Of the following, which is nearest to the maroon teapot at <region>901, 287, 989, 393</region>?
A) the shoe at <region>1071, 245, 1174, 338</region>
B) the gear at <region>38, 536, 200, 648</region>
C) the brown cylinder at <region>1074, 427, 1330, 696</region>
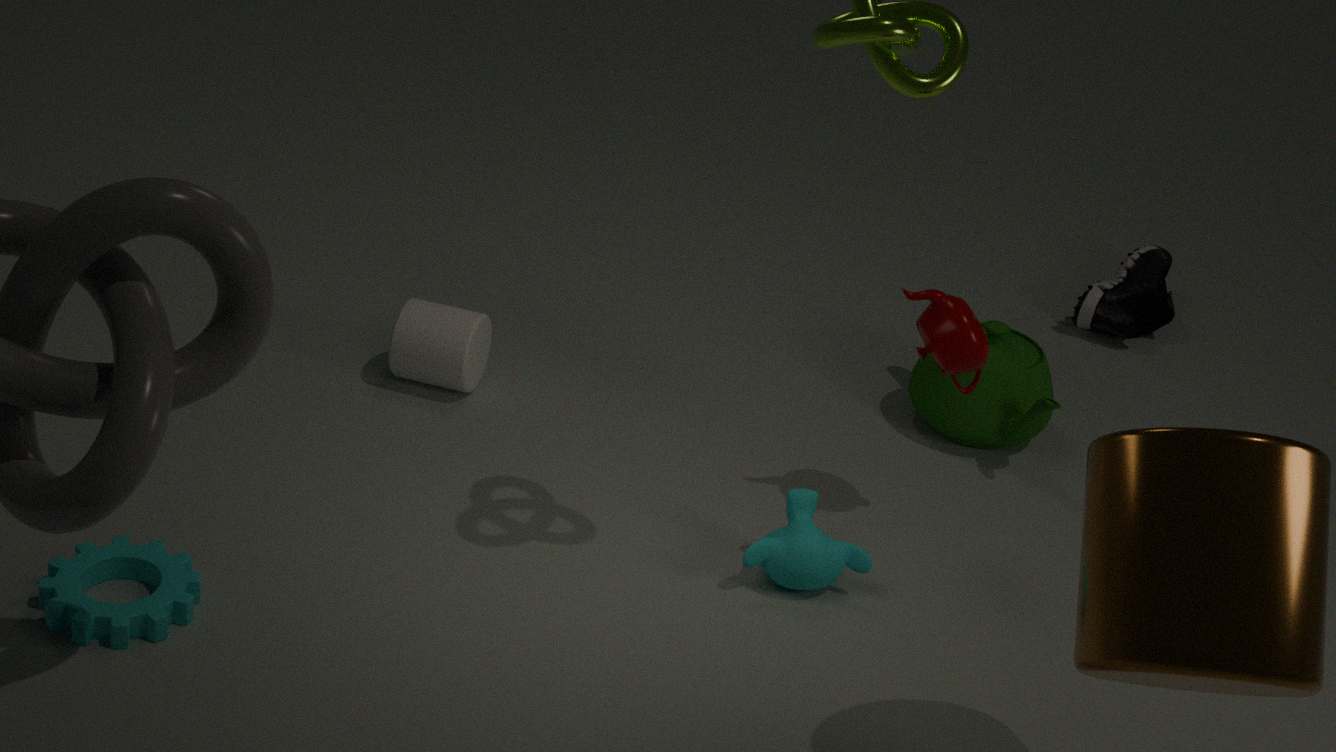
the brown cylinder at <region>1074, 427, 1330, 696</region>
